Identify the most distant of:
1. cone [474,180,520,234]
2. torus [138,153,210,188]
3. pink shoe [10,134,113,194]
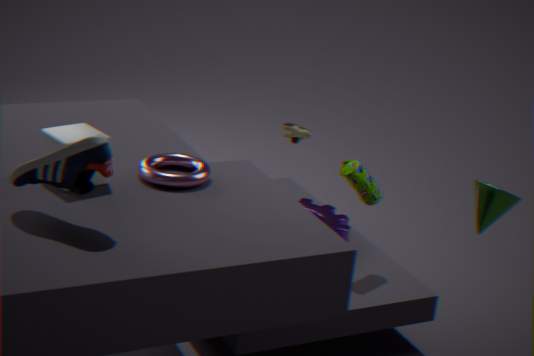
cone [474,180,520,234]
